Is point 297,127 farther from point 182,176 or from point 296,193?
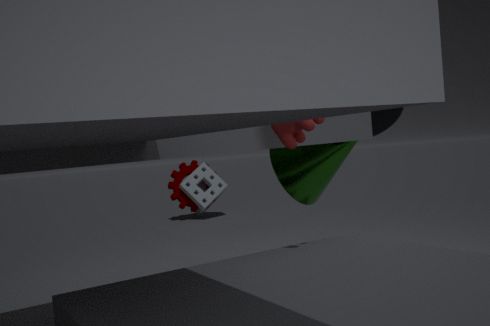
point 182,176
